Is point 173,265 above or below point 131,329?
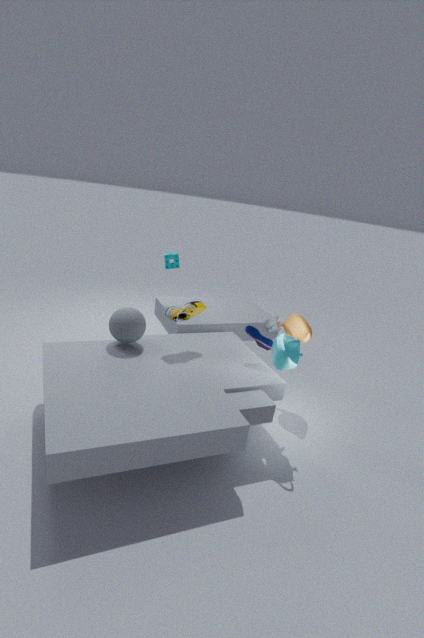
above
